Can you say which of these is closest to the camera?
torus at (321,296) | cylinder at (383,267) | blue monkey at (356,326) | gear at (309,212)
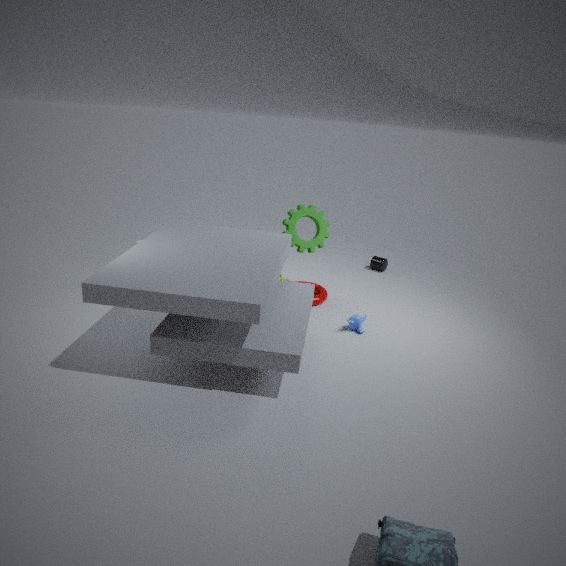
blue monkey at (356,326)
